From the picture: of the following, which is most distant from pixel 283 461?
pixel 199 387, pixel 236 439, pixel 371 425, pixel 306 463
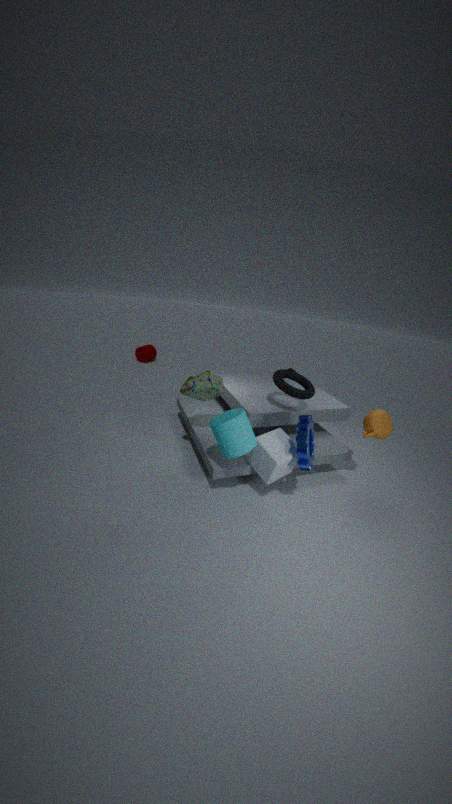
pixel 371 425
